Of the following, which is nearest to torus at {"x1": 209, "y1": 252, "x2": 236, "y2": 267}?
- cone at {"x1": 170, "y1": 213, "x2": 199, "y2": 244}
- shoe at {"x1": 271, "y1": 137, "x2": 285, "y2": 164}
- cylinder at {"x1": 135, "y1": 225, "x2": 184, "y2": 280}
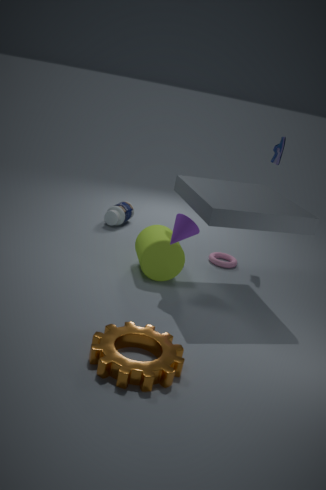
cylinder at {"x1": 135, "y1": 225, "x2": 184, "y2": 280}
